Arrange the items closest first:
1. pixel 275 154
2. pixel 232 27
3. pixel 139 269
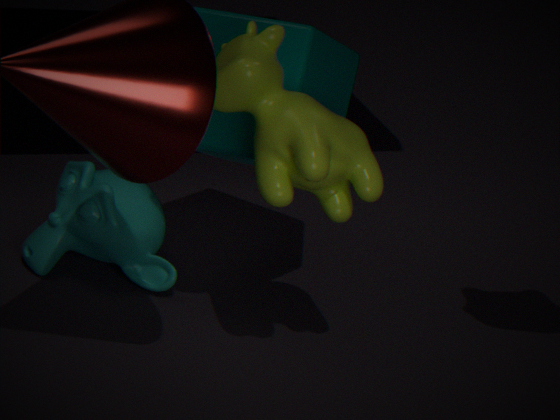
pixel 275 154 → pixel 232 27 → pixel 139 269
